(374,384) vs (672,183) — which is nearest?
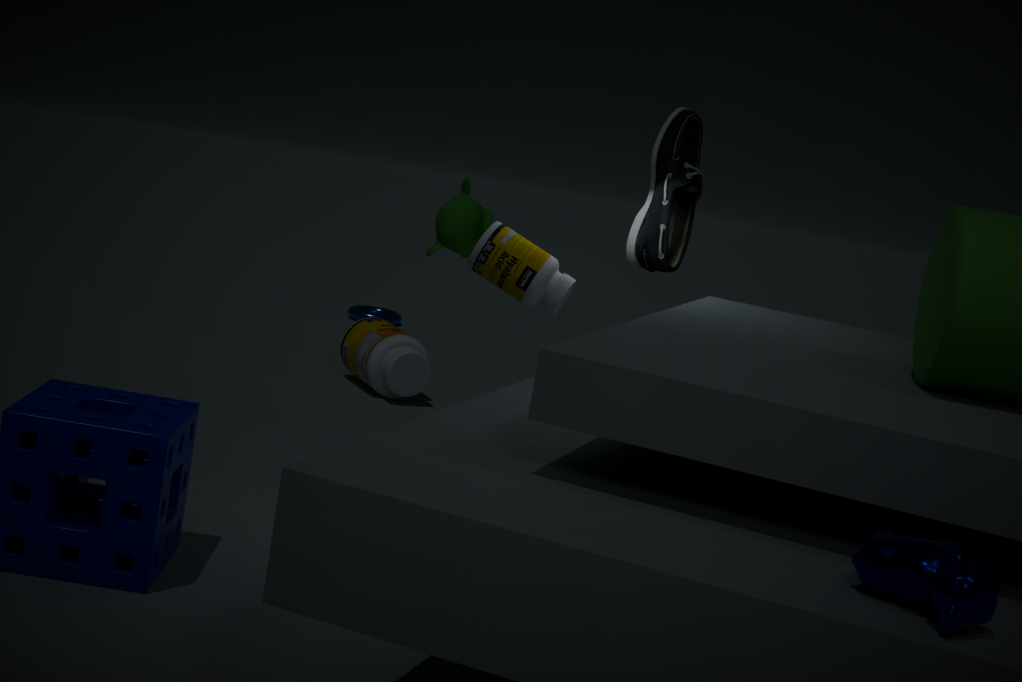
(672,183)
